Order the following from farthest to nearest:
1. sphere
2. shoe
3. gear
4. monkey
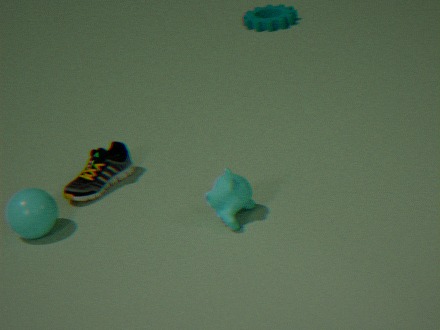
gear
shoe
sphere
monkey
